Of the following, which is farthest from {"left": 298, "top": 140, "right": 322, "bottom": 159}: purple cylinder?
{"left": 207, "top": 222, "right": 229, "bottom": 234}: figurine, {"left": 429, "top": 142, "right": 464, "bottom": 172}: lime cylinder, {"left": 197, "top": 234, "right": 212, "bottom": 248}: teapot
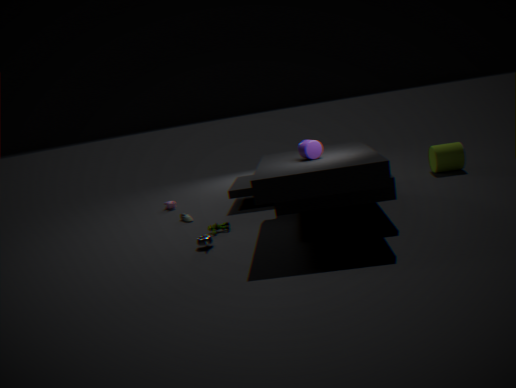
{"left": 429, "top": 142, "right": 464, "bottom": 172}: lime cylinder
